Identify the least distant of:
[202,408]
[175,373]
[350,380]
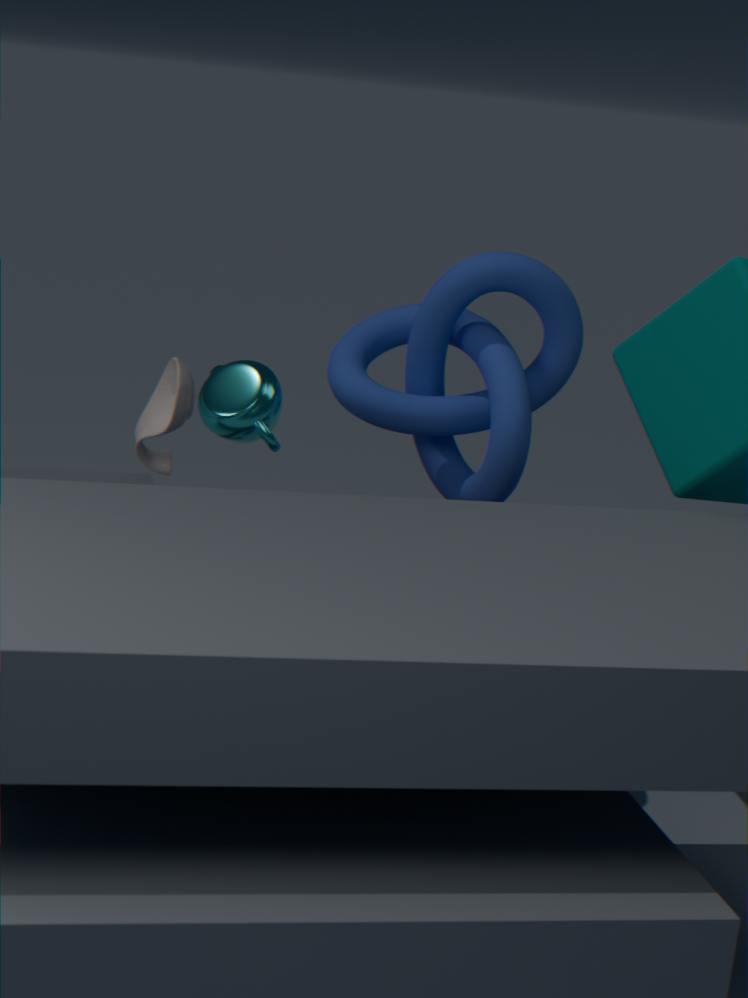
[202,408]
